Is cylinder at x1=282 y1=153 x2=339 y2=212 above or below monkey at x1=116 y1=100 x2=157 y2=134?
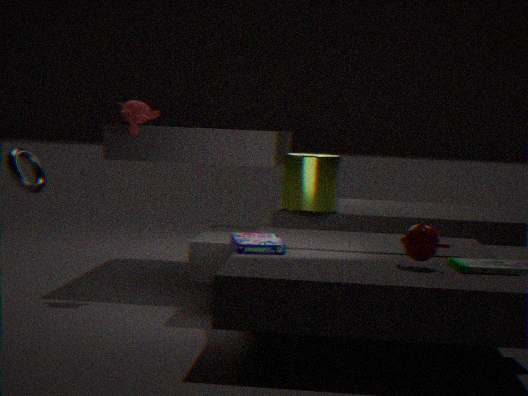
below
